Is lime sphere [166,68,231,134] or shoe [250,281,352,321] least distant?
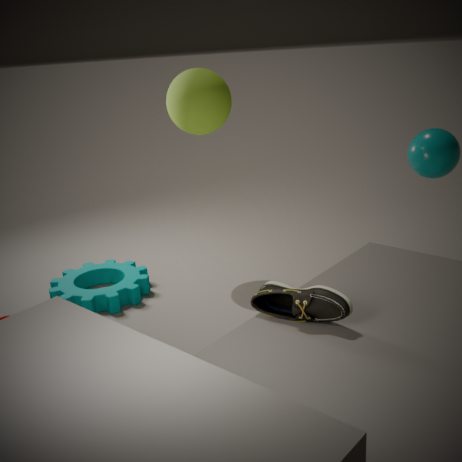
shoe [250,281,352,321]
